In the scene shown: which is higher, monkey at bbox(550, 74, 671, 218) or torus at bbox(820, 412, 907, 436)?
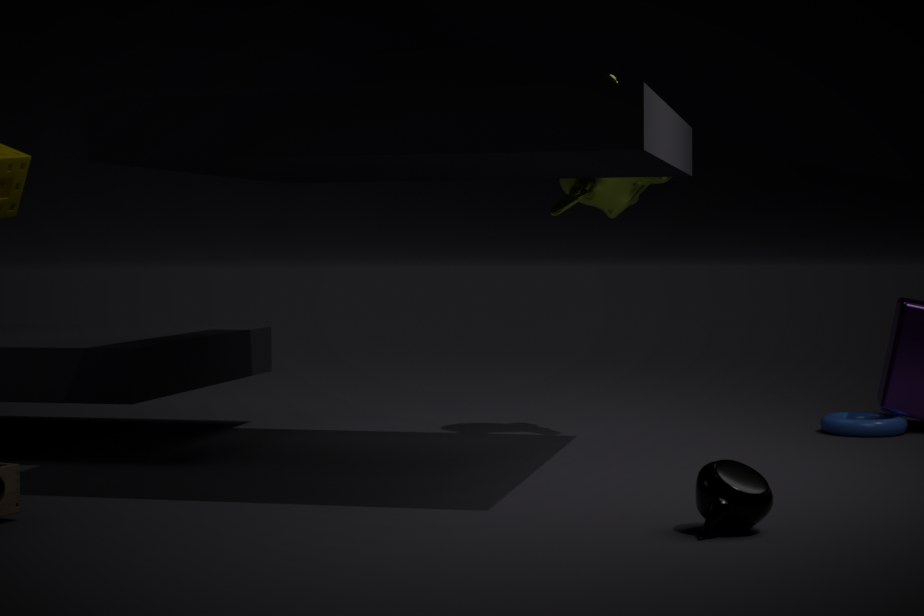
monkey at bbox(550, 74, 671, 218)
